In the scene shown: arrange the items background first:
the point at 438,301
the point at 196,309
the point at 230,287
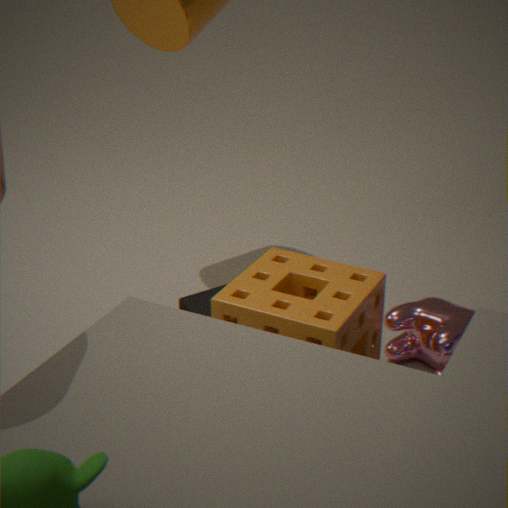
the point at 438,301
the point at 196,309
the point at 230,287
